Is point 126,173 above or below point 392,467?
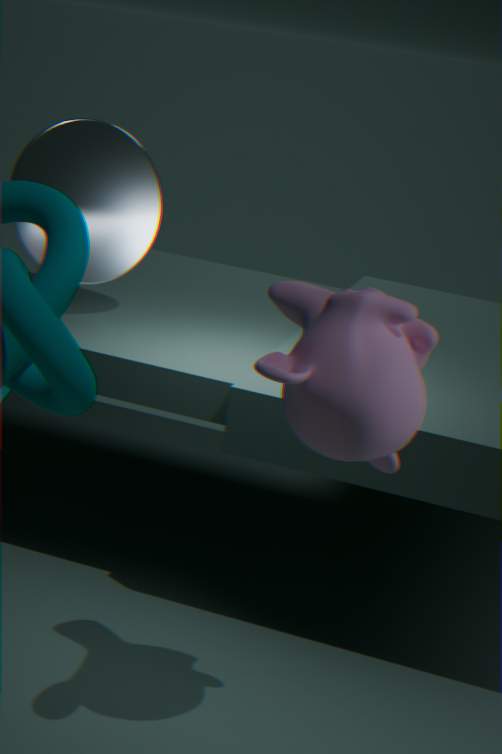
above
